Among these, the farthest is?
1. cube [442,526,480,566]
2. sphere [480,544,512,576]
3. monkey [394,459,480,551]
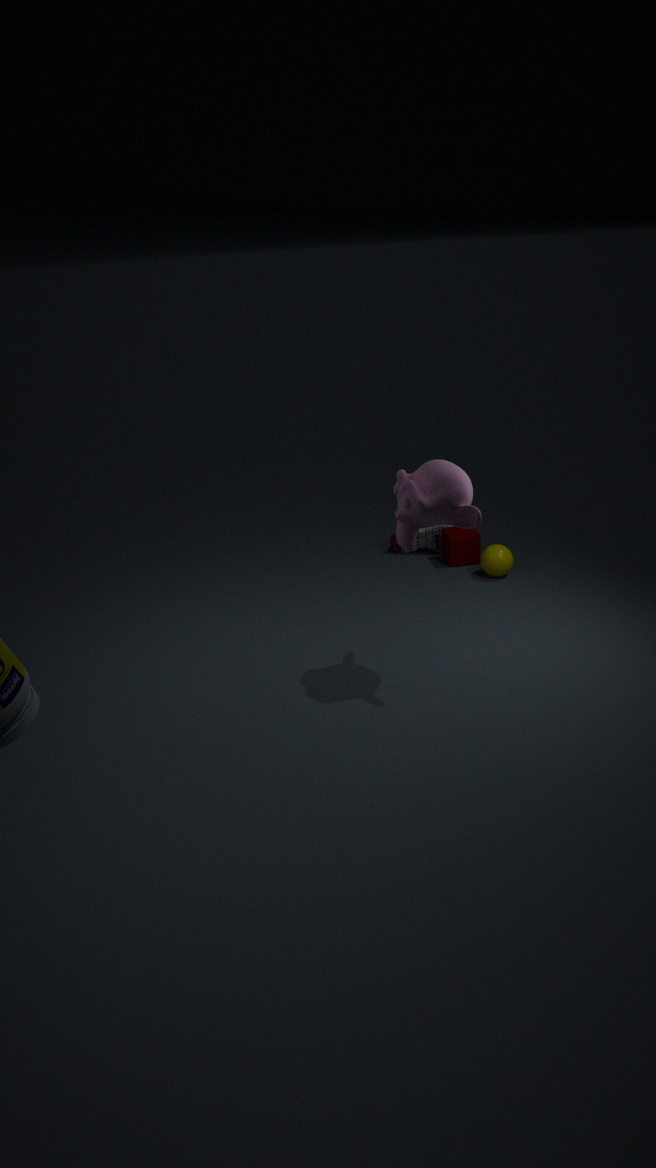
cube [442,526,480,566]
